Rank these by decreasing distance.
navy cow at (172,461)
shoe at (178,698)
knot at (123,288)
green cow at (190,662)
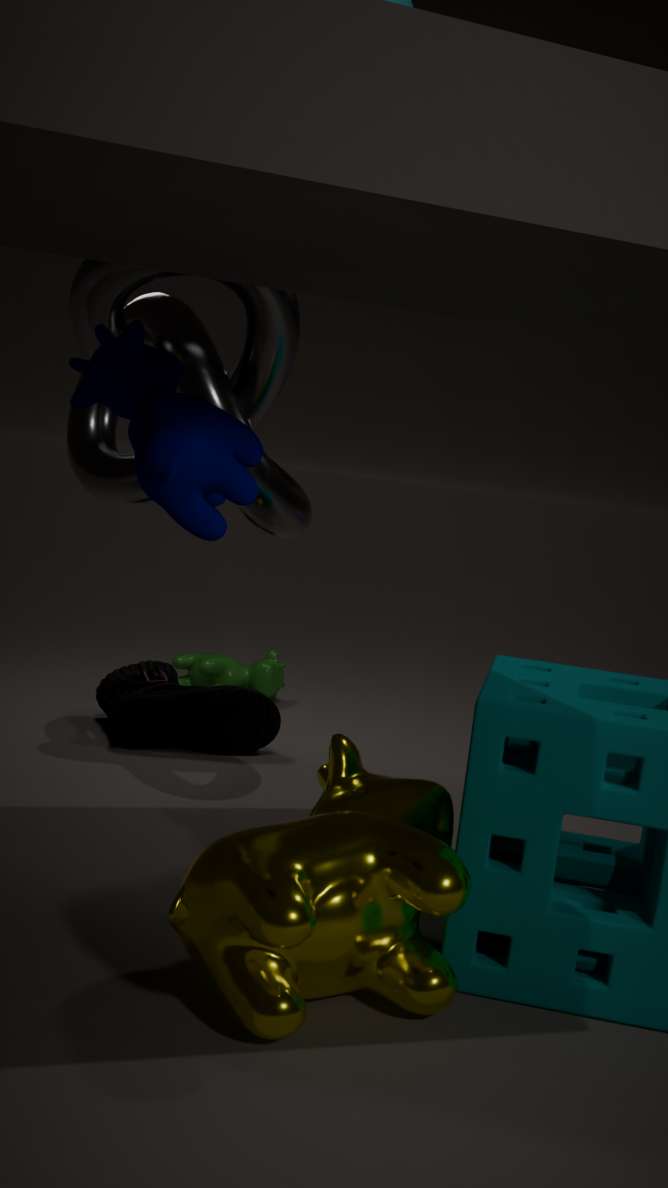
1. green cow at (190,662)
2. shoe at (178,698)
3. knot at (123,288)
4. navy cow at (172,461)
